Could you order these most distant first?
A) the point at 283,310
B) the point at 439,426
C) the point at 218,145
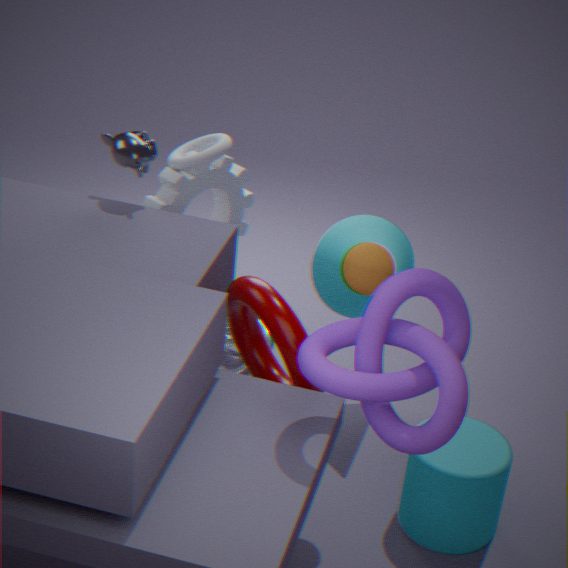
the point at 218,145
the point at 283,310
the point at 439,426
